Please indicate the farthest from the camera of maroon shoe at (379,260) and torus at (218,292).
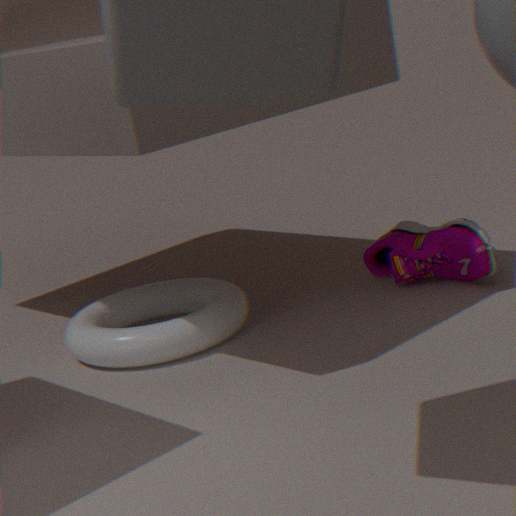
maroon shoe at (379,260)
